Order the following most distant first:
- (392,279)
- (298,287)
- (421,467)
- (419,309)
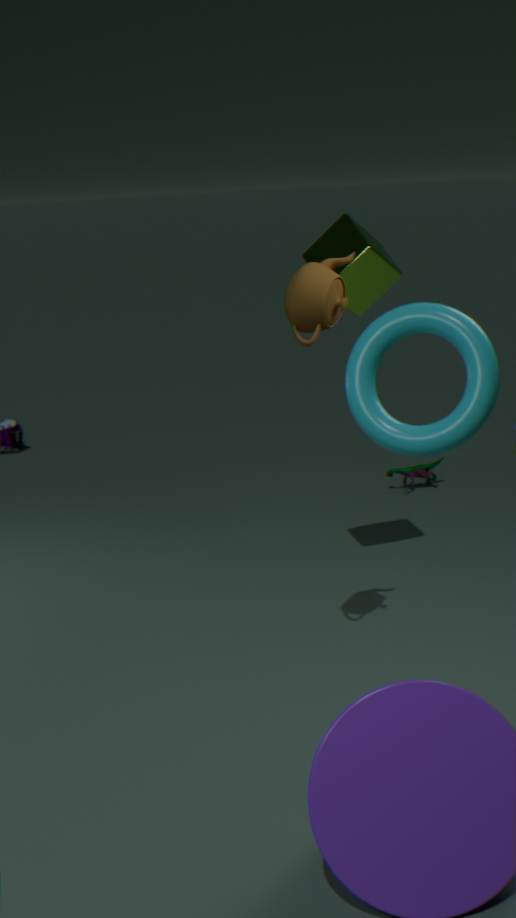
1. (421,467)
2. (392,279)
3. (298,287)
4. (419,309)
